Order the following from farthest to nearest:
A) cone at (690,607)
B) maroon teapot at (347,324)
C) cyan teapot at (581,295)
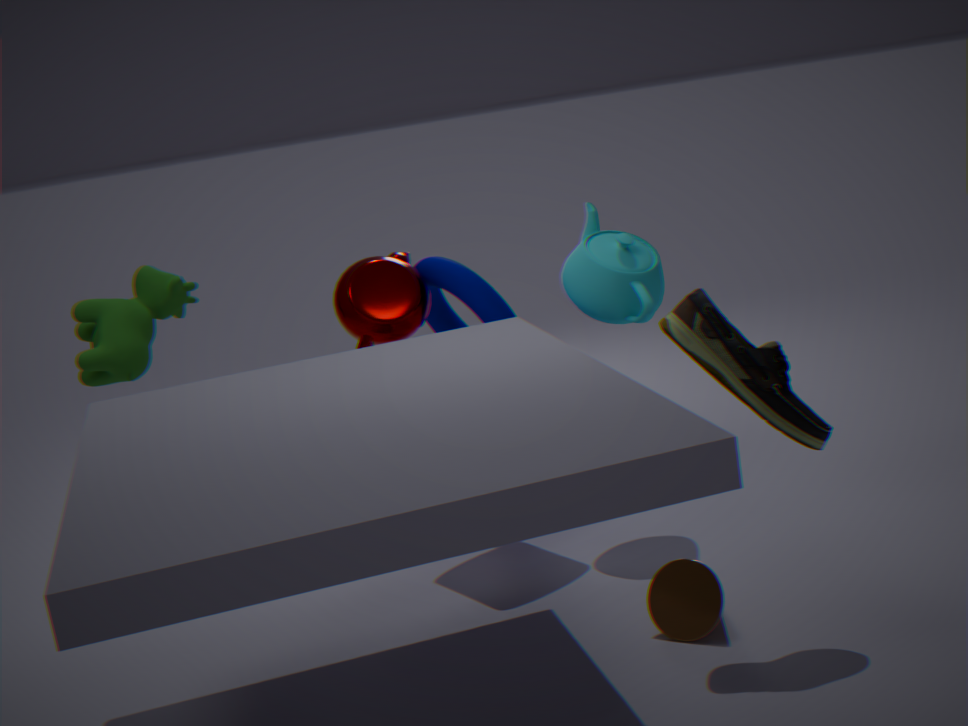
1. maroon teapot at (347,324)
2. cyan teapot at (581,295)
3. cone at (690,607)
